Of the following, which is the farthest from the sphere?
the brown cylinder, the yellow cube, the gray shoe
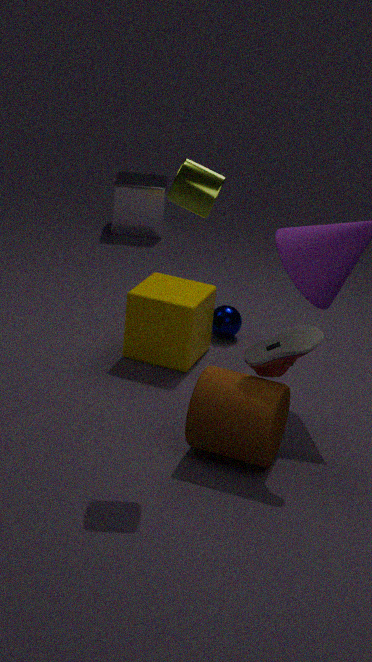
the gray shoe
